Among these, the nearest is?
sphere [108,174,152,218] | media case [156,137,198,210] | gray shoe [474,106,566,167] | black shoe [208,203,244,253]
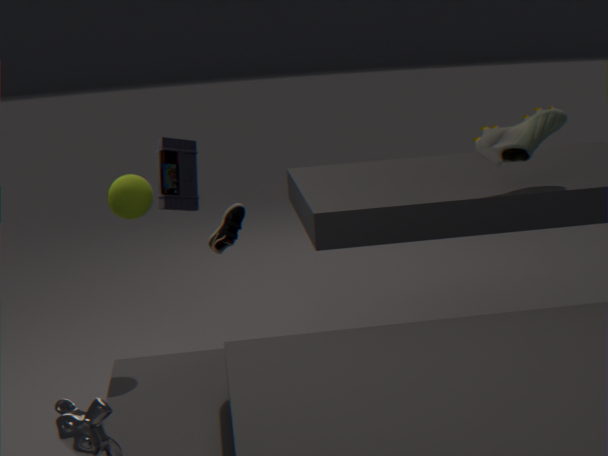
sphere [108,174,152,218]
